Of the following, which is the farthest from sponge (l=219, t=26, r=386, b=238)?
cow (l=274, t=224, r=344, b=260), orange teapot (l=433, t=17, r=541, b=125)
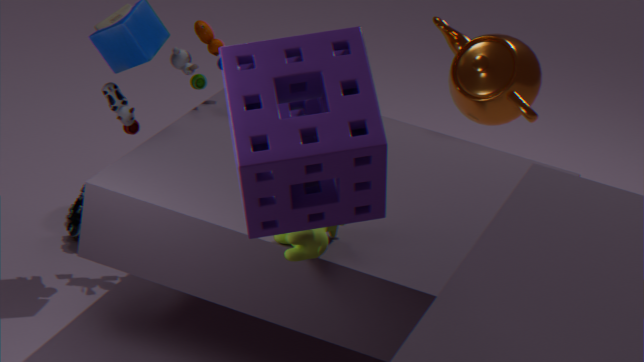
orange teapot (l=433, t=17, r=541, b=125)
